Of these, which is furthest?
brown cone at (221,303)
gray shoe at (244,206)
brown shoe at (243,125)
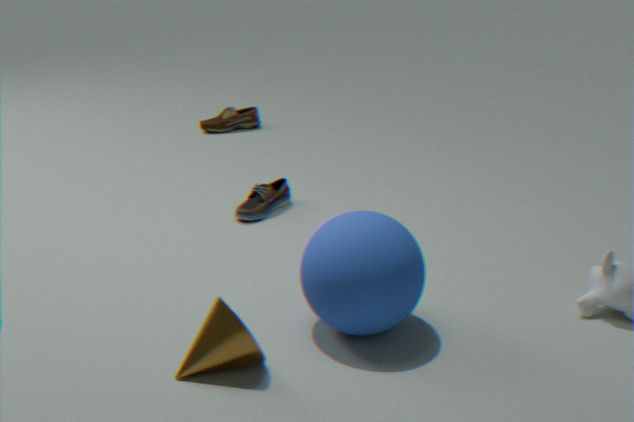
brown shoe at (243,125)
